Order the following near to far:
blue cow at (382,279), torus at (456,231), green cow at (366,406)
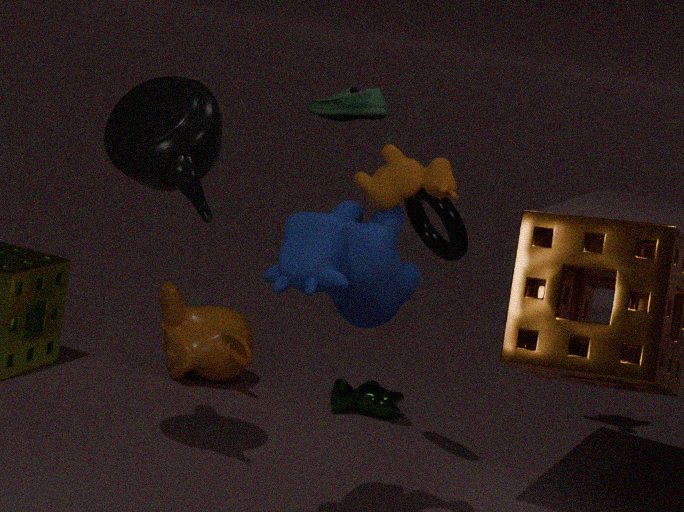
blue cow at (382,279) < torus at (456,231) < green cow at (366,406)
